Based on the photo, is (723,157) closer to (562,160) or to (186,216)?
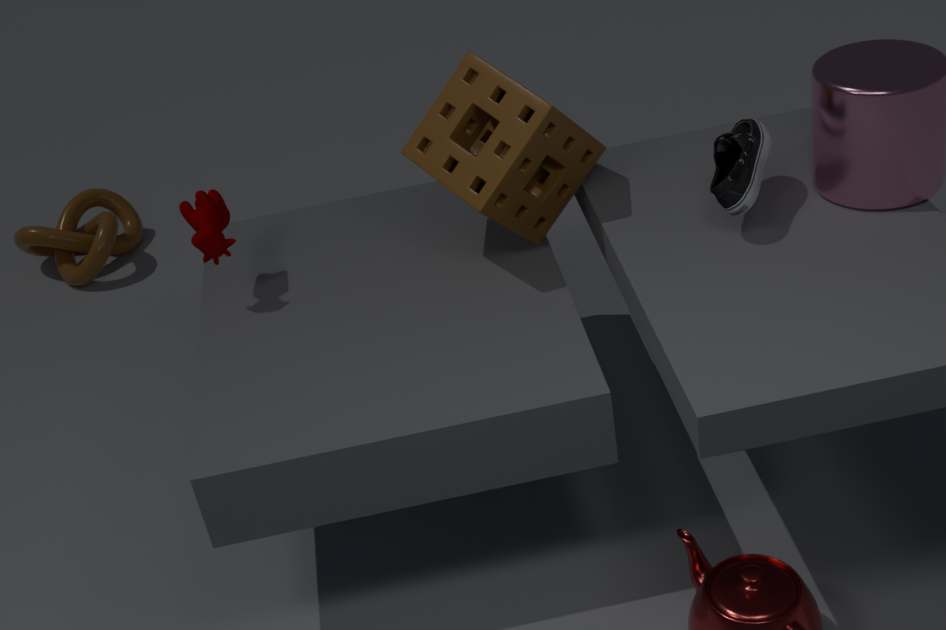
(562,160)
